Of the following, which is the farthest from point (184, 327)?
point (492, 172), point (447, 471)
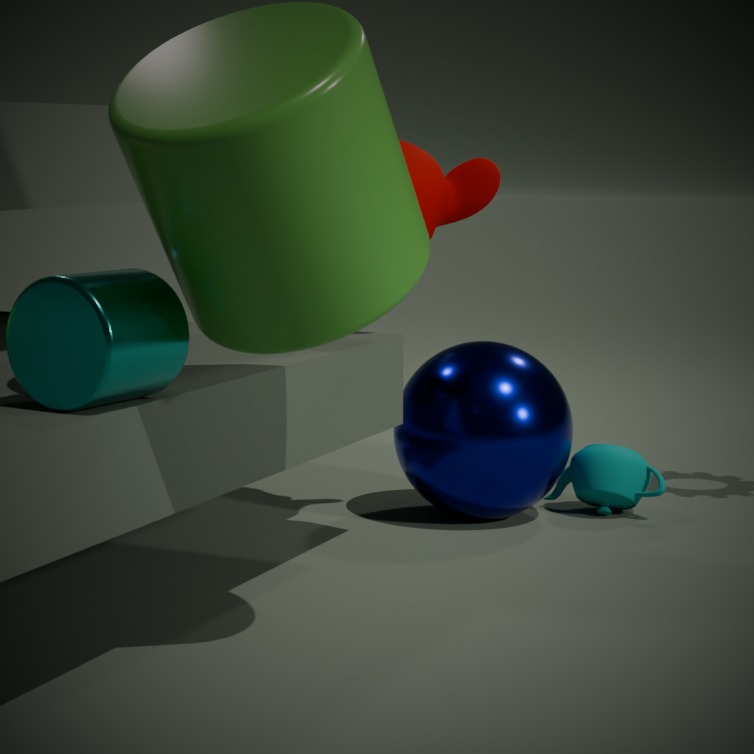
point (447, 471)
